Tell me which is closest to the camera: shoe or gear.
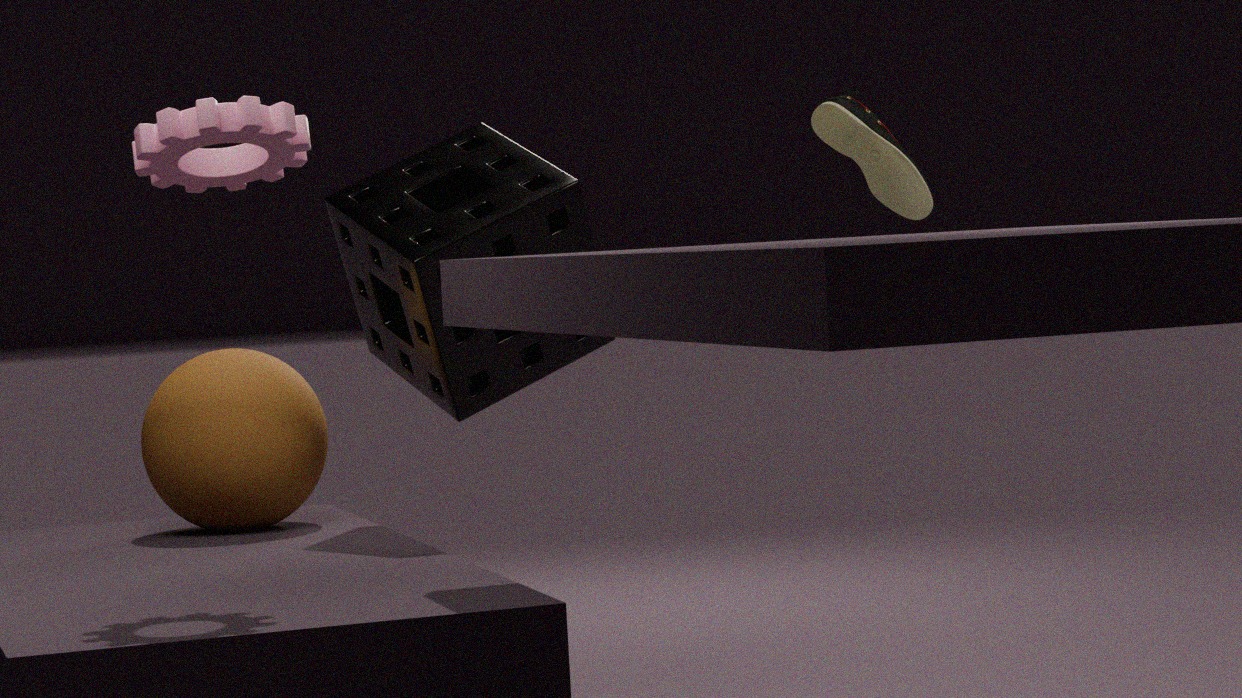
gear
